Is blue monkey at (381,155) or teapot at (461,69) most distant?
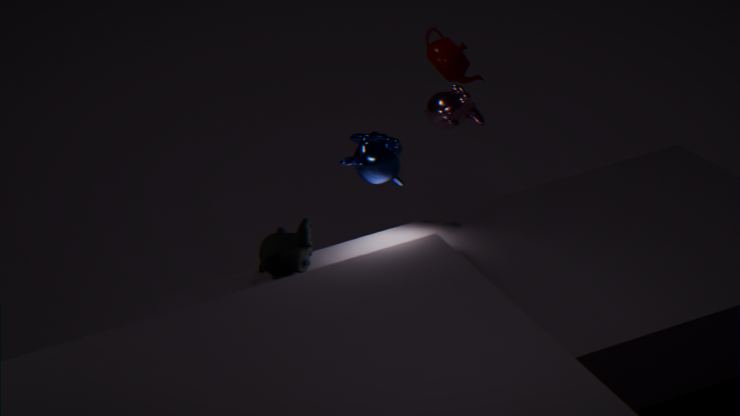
teapot at (461,69)
